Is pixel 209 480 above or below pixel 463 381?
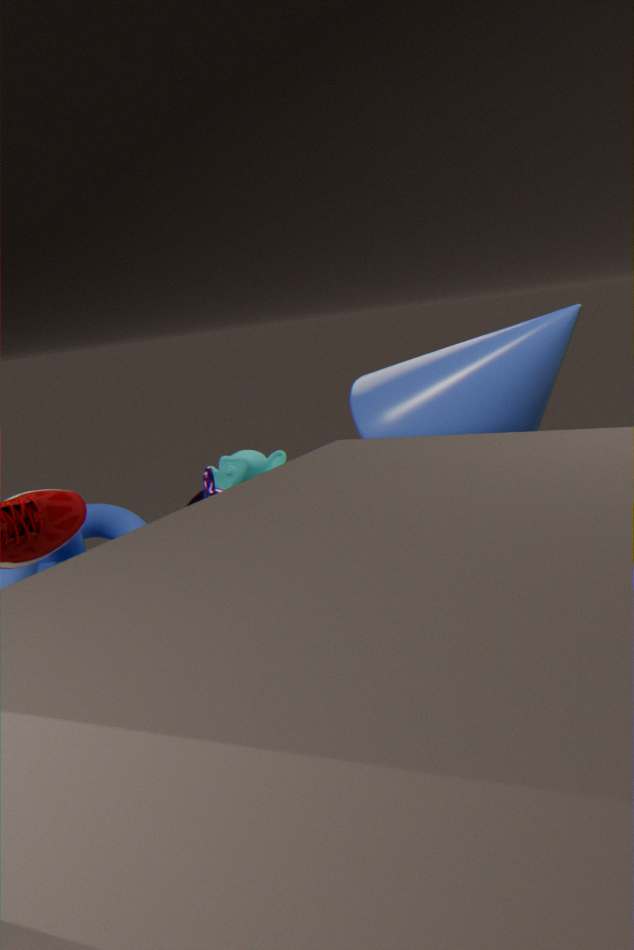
below
